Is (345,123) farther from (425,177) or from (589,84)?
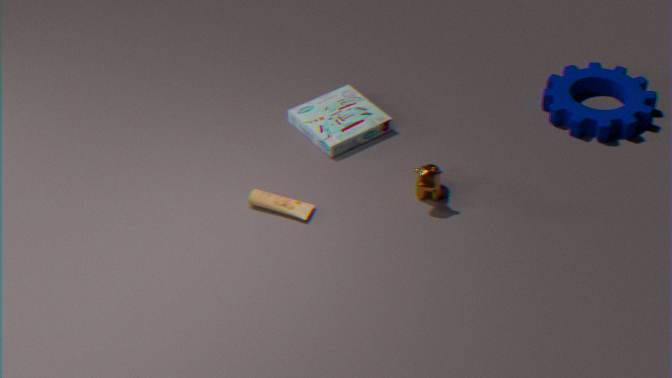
(589,84)
